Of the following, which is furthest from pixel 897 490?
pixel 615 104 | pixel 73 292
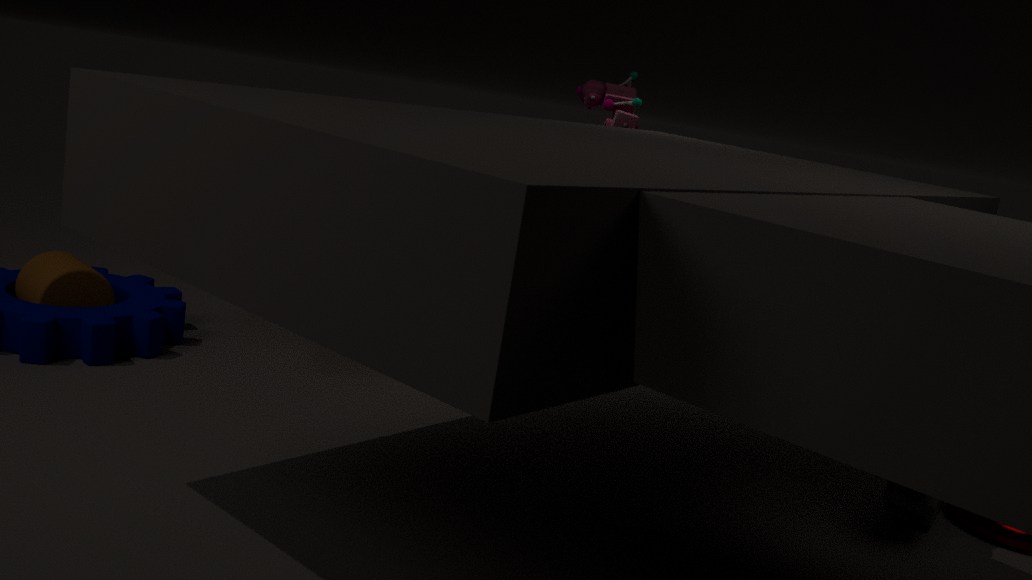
pixel 73 292
